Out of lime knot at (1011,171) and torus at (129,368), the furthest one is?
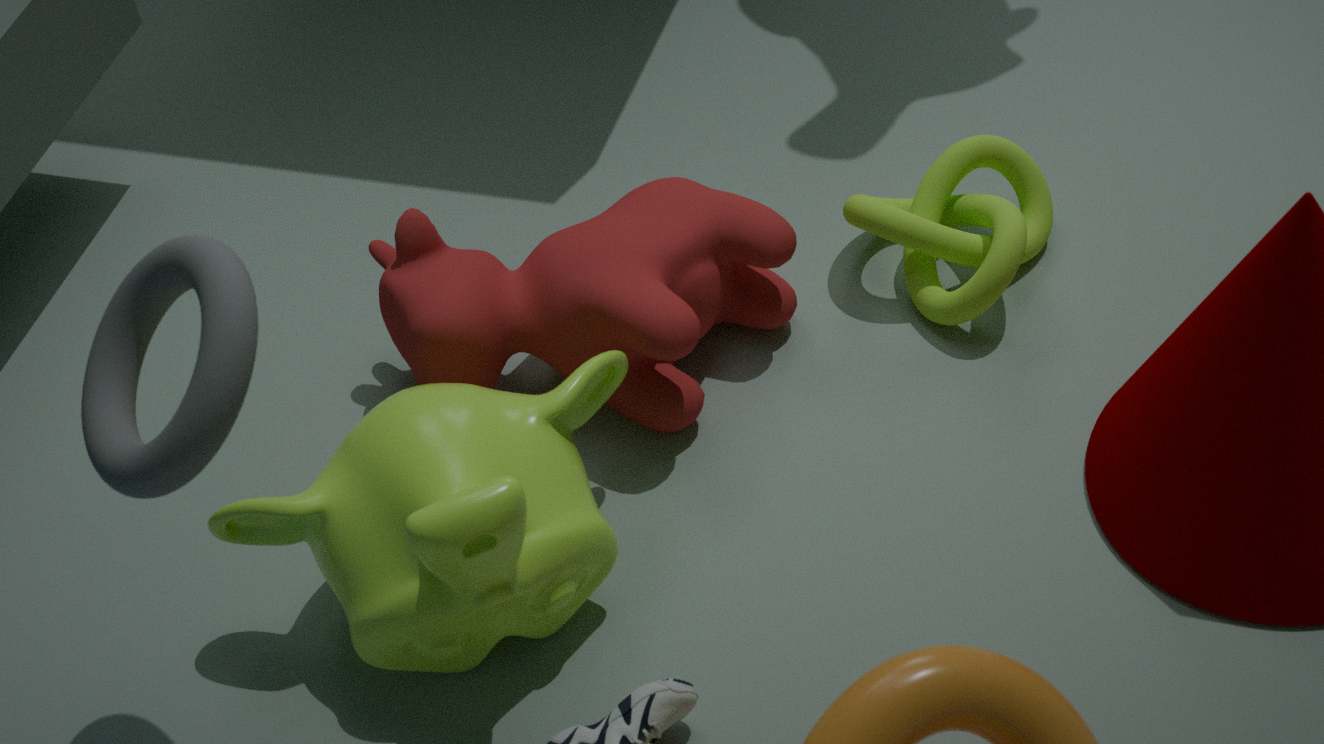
lime knot at (1011,171)
